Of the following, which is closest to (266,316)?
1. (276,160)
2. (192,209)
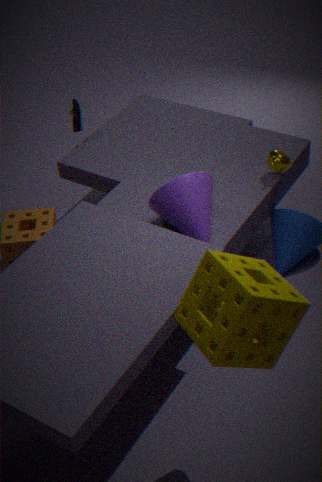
(192,209)
